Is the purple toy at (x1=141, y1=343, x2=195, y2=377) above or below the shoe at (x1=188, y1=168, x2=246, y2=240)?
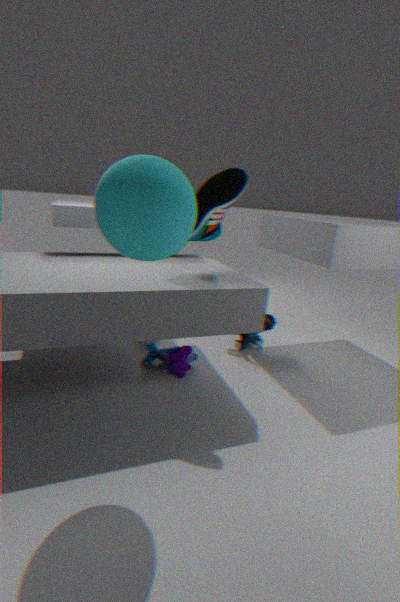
below
